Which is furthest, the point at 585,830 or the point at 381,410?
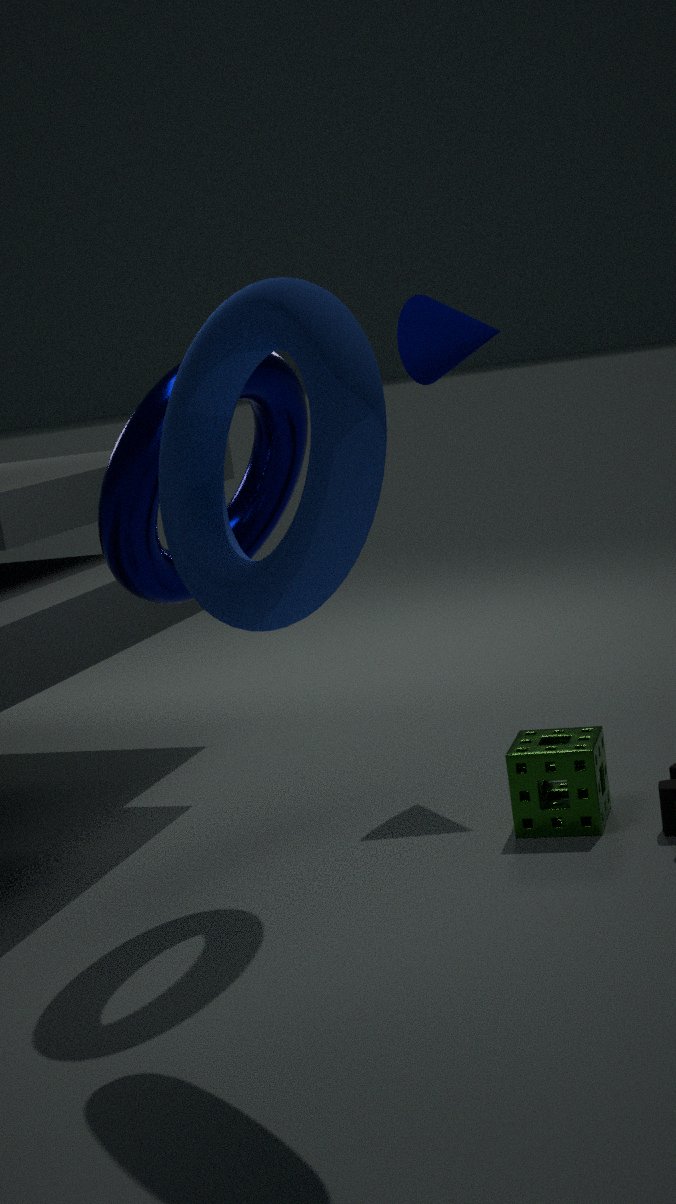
the point at 585,830
